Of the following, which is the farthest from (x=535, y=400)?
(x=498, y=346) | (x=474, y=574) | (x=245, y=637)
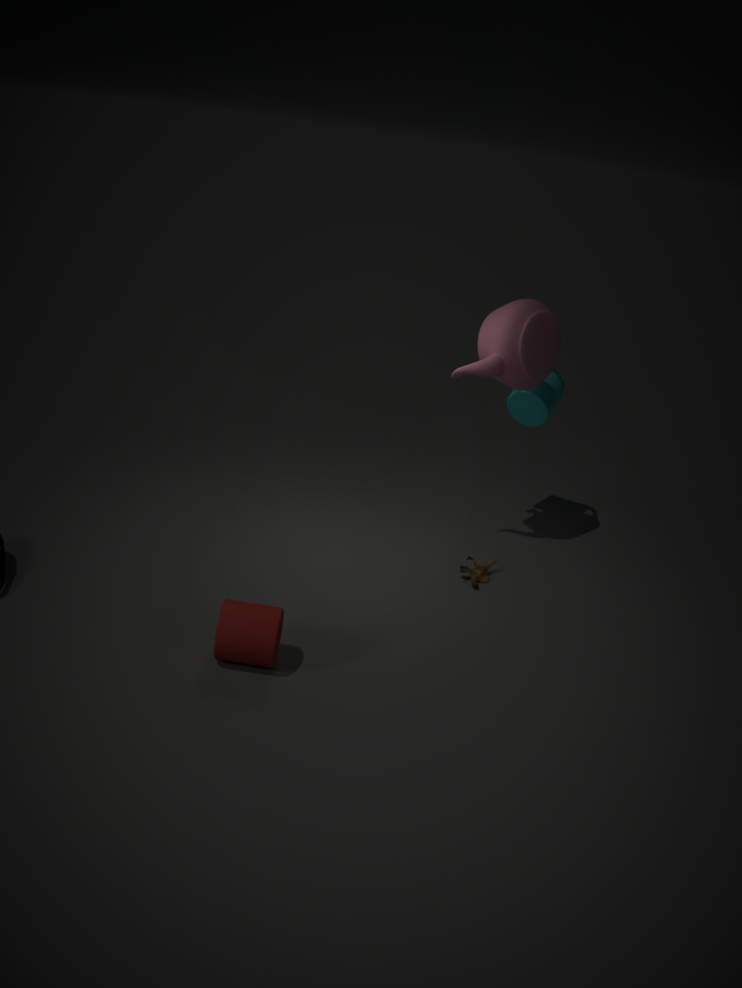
(x=245, y=637)
